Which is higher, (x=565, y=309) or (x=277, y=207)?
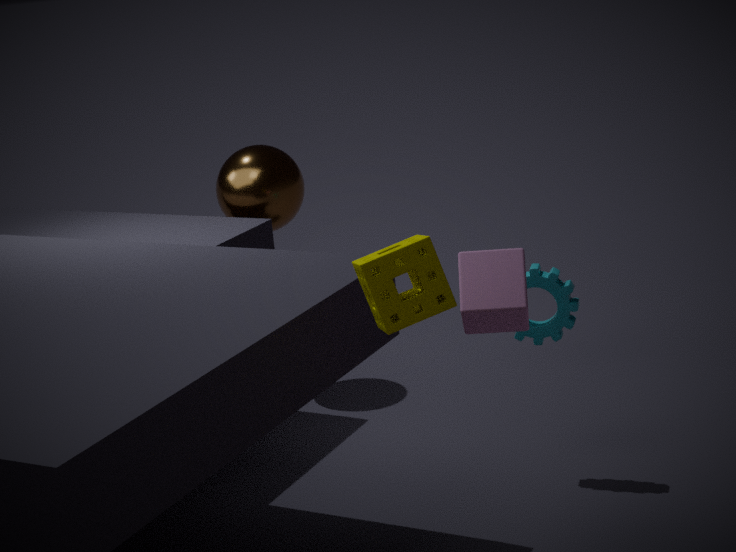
(x=277, y=207)
